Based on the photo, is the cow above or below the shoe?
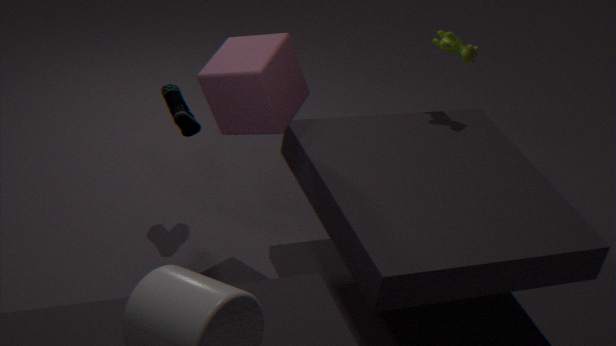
above
